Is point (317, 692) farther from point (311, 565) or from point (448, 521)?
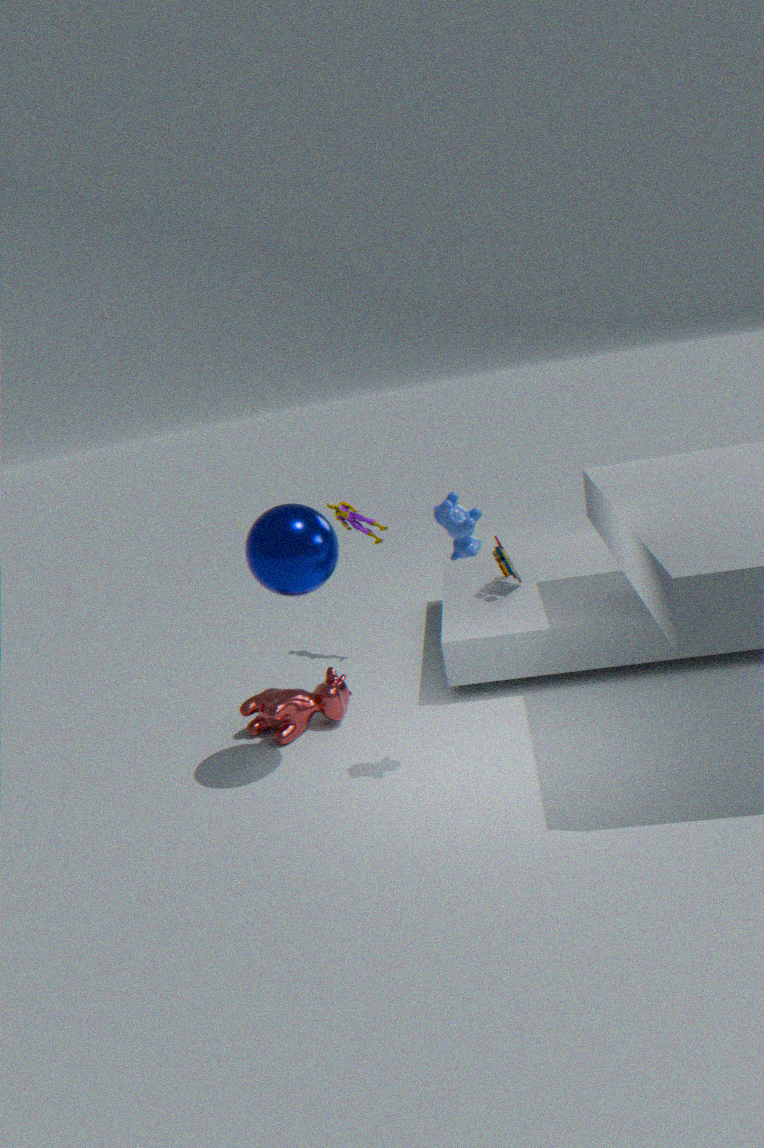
point (448, 521)
